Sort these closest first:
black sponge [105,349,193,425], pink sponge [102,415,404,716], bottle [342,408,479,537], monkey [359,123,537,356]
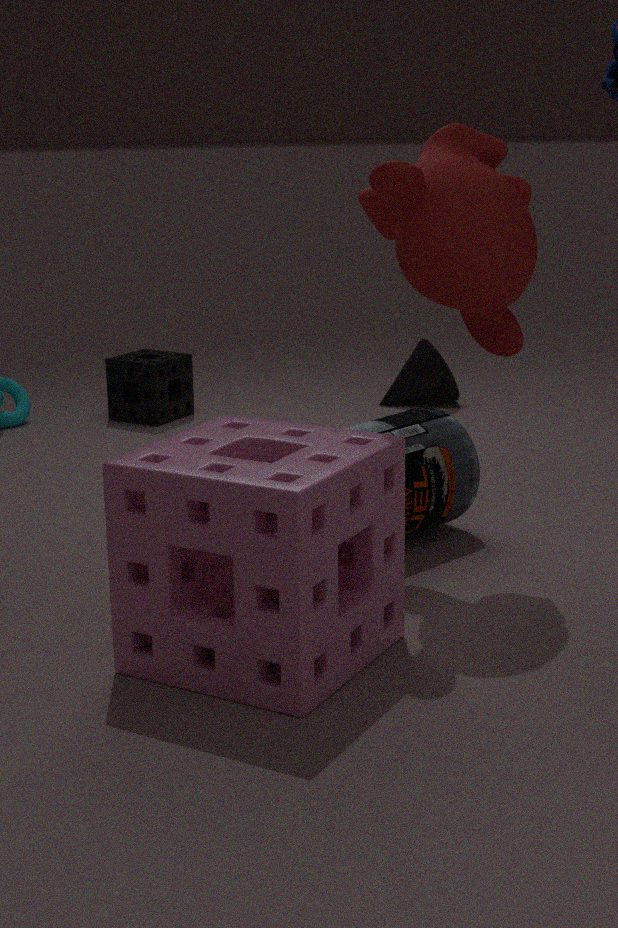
pink sponge [102,415,404,716]
monkey [359,123,537,356]
bottle [342,408,479,537]
black sponge [105,349,193,425]
